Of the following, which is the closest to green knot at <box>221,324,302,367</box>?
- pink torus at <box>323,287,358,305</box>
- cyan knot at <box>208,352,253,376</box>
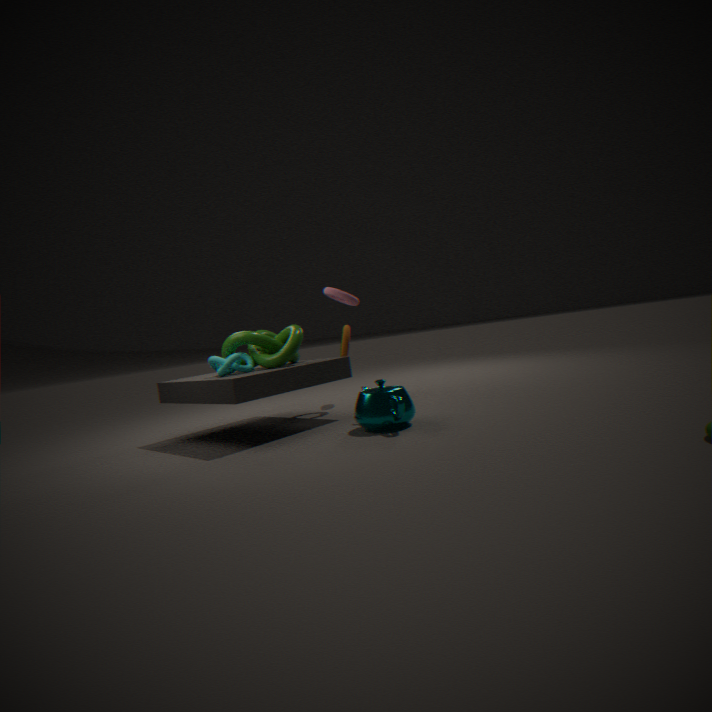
cyan knot at <box>208,352,253,376</box>
